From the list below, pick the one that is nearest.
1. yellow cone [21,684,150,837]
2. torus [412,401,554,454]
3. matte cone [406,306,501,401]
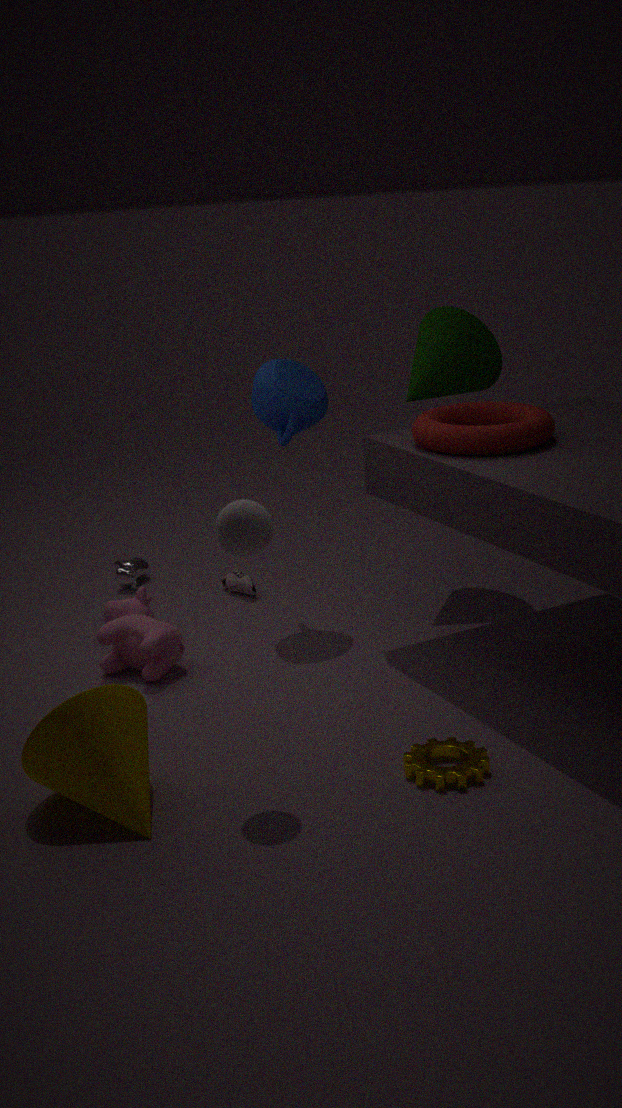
yellow cone [21,684,150,837]
